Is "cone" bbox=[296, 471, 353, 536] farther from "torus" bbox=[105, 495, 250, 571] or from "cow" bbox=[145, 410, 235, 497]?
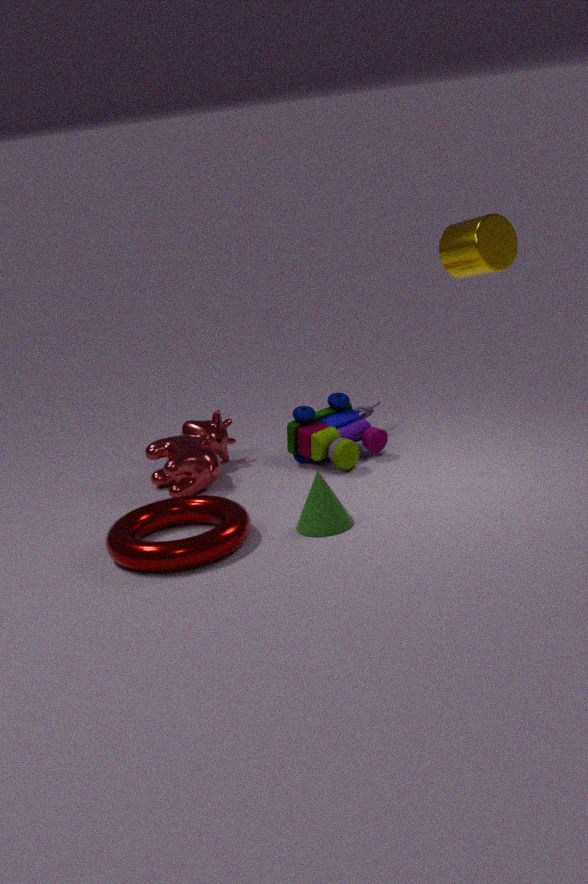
"cow" bbox=[145, 410, 235, 497]
